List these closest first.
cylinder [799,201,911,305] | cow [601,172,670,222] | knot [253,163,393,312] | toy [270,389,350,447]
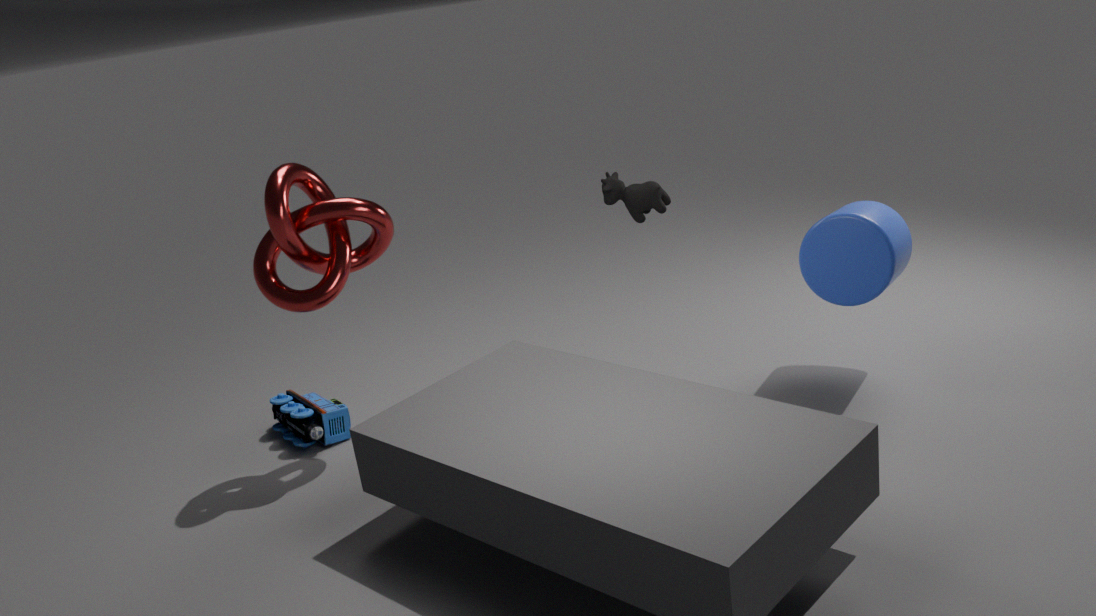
1. knot [253,163,393,312]
2. cow [601,172,670,222]
3. cylinder [799,201,911,305]
4. toy [270,389,350,447]
